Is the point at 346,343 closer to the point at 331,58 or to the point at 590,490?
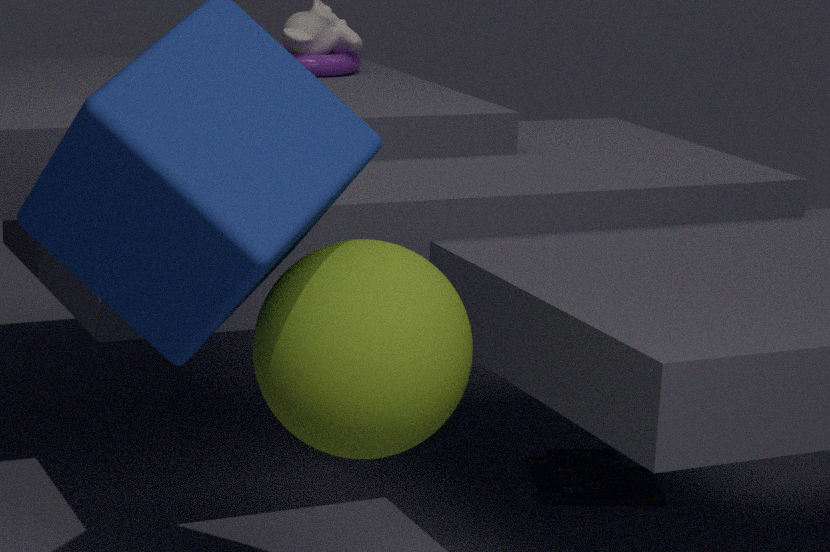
the point at 590,490
